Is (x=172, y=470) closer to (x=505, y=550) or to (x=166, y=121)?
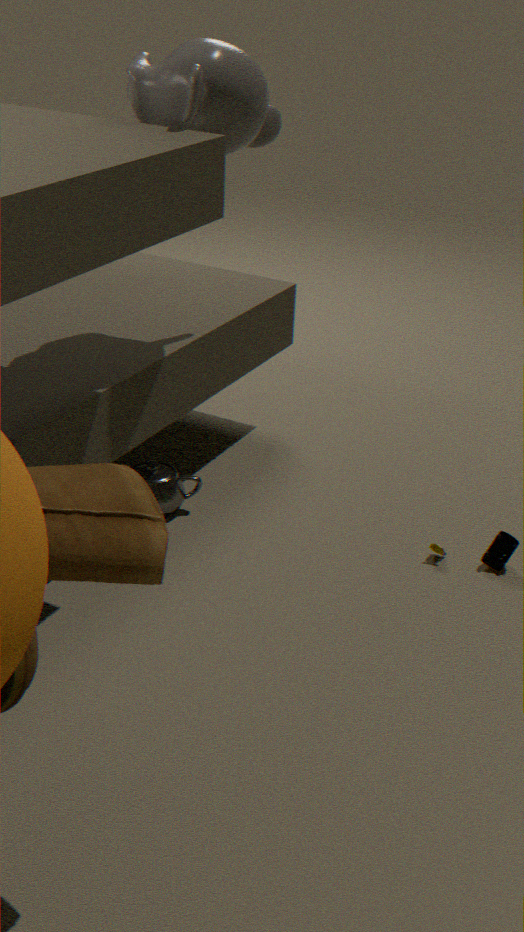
(x=505, y=550)
